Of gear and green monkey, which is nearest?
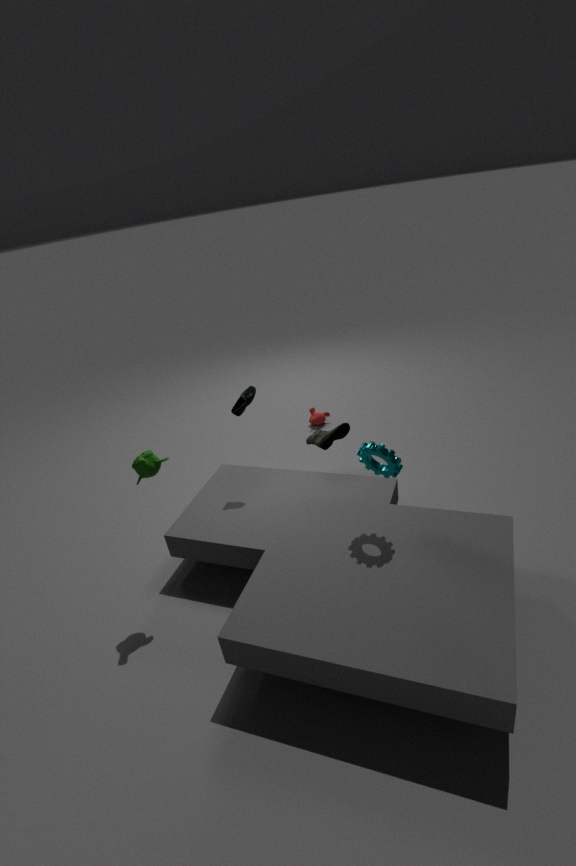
gear
